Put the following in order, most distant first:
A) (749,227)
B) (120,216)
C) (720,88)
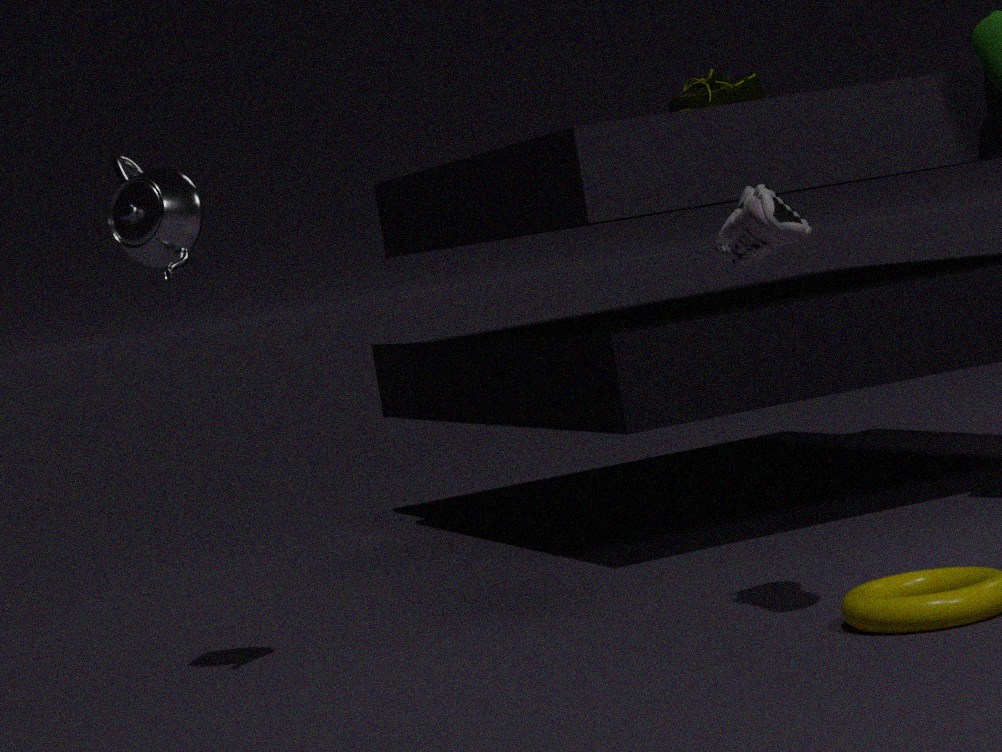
1. (720,88)
2. (120,216)
3. (749,227)
